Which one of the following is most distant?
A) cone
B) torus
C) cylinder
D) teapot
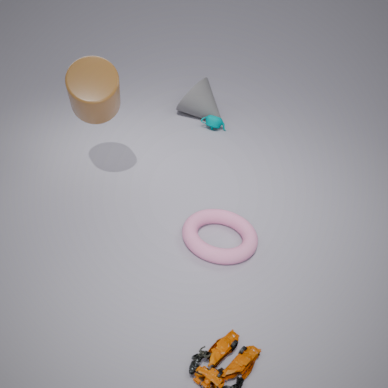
cone
